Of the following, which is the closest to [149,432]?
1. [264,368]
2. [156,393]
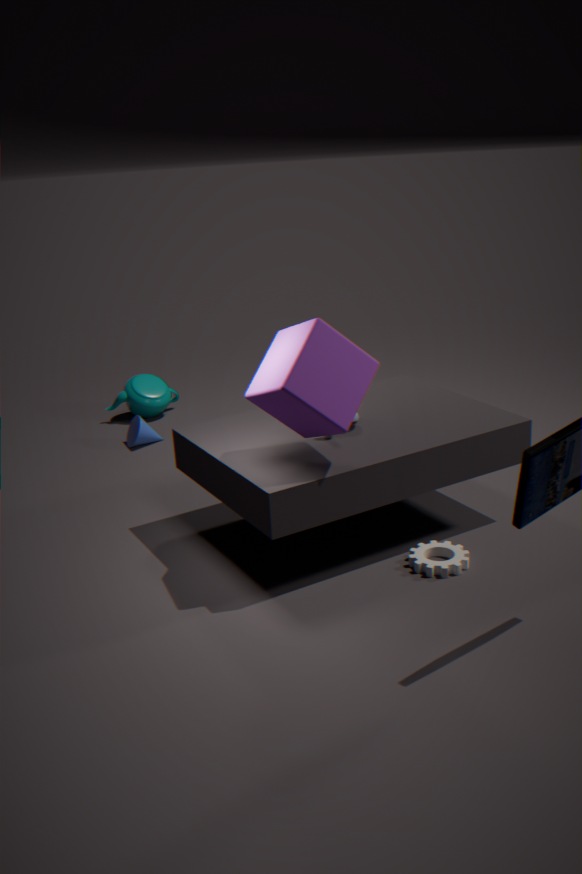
[156,393]
